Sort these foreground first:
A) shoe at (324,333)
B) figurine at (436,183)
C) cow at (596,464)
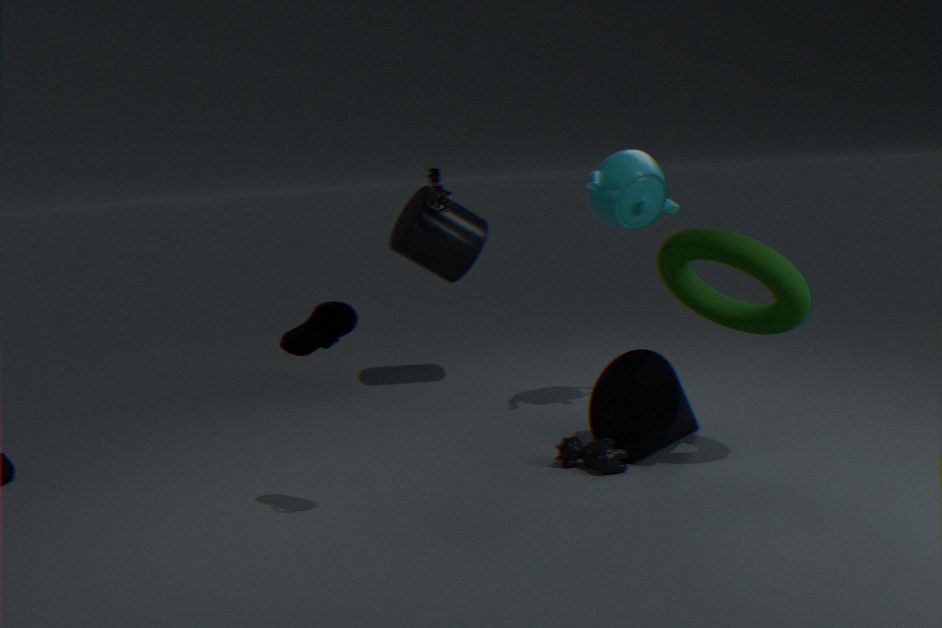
shoe at (324,333) → cow at (596,464) → figurine at (436,183)
